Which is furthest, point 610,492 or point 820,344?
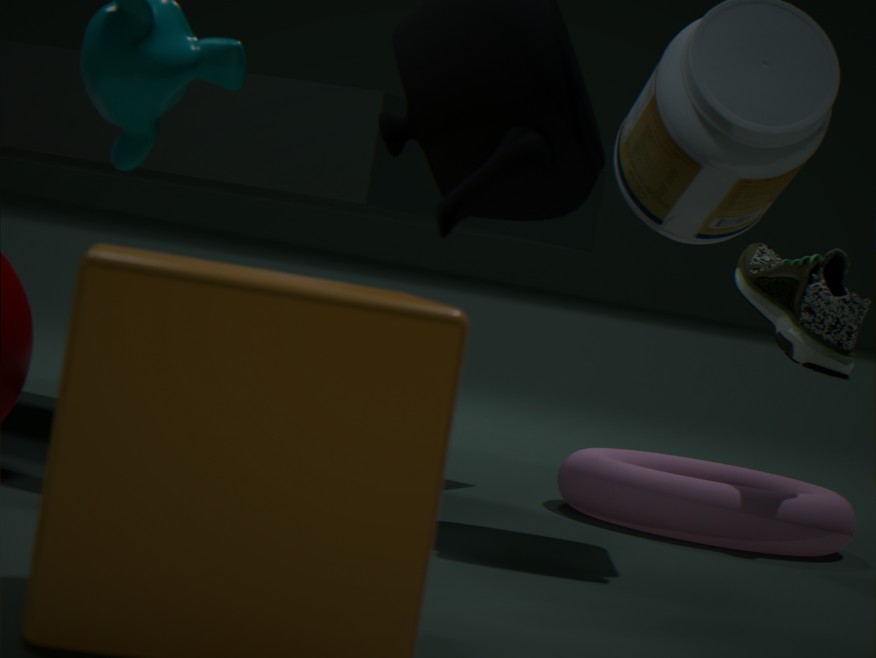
point 820,344
